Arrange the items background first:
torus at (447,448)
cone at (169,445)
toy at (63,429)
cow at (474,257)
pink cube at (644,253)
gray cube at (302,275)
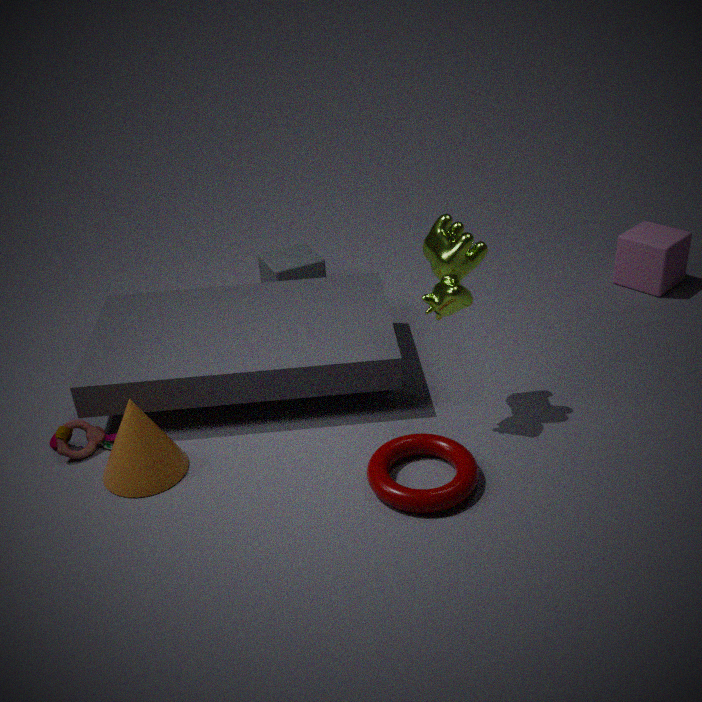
pink cube at (644,253) → gray cube at (302,275) → toy at (63,429) → cone at (169,445) → cow at (474,257) → torus at (447,448)
